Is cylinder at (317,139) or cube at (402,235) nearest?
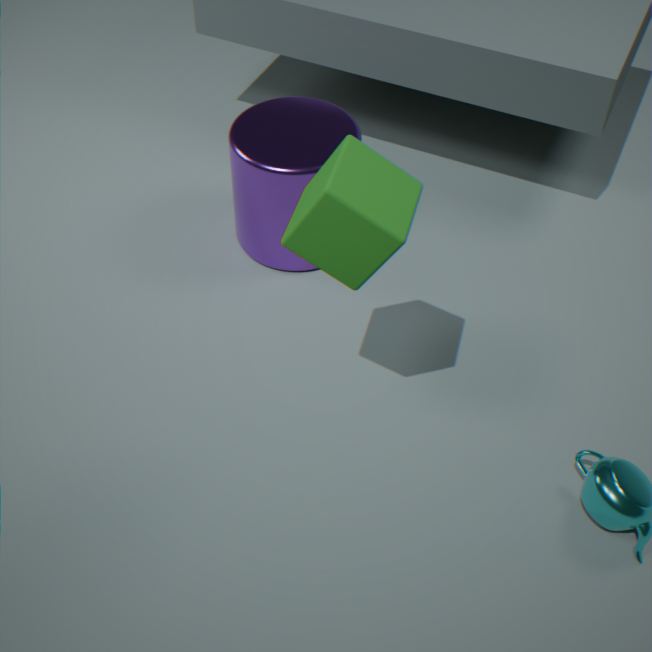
cube at (402,235)
